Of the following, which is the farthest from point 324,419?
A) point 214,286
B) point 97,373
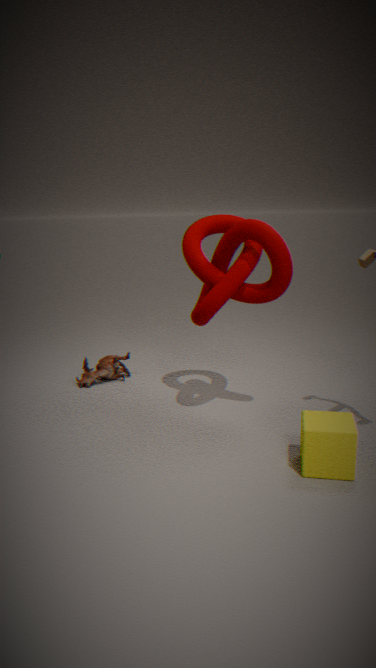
point 97,373
